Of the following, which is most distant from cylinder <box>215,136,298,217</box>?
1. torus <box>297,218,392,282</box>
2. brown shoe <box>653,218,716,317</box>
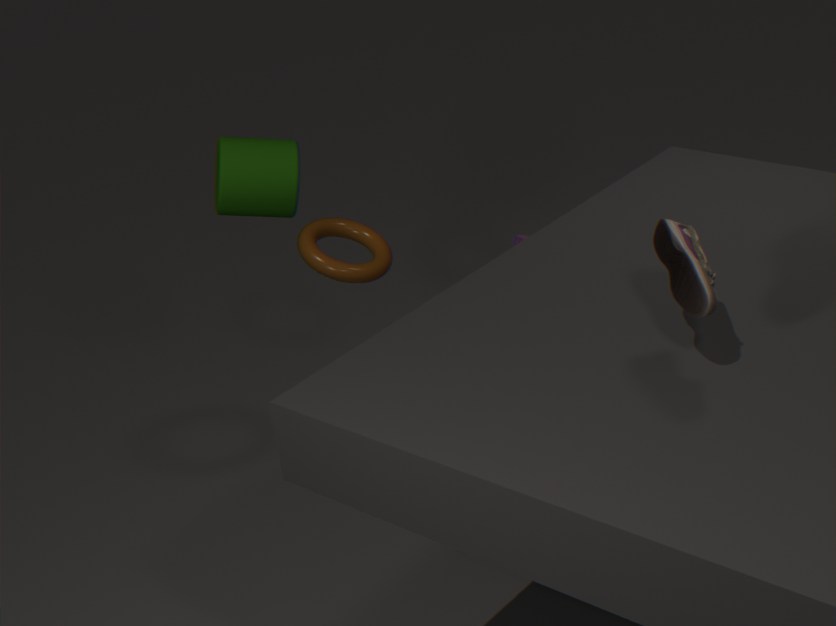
brown shoe <box>653,218,716,317</box>
